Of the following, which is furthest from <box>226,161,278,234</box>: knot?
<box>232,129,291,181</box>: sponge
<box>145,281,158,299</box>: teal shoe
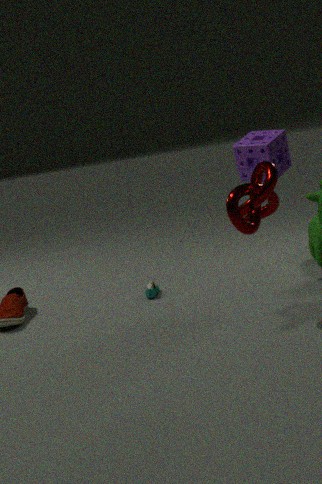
<box>145,281,158,299</box>: teal shoe
